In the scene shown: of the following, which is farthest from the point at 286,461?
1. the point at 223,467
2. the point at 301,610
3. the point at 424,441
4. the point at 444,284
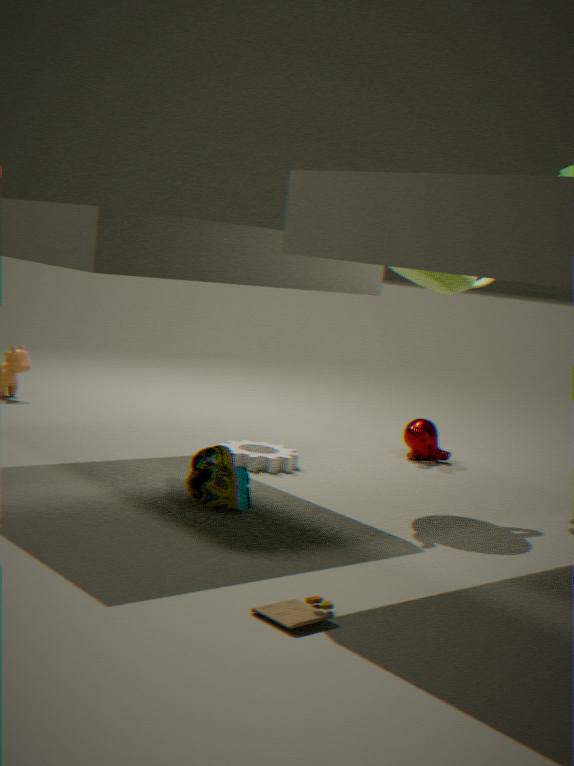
the point at 301,610
